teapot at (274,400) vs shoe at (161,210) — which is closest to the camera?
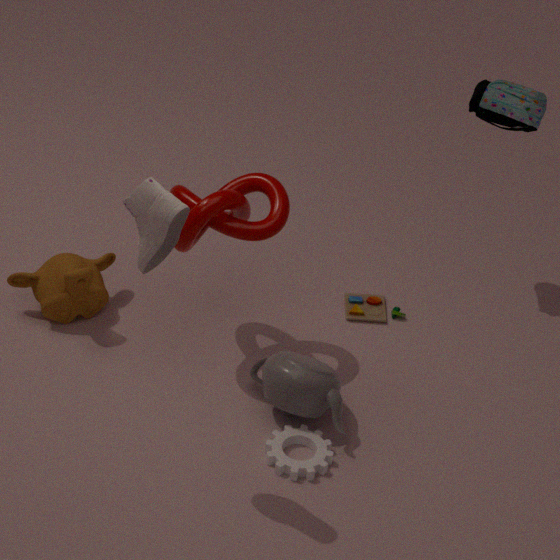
shoe at (161,210)
